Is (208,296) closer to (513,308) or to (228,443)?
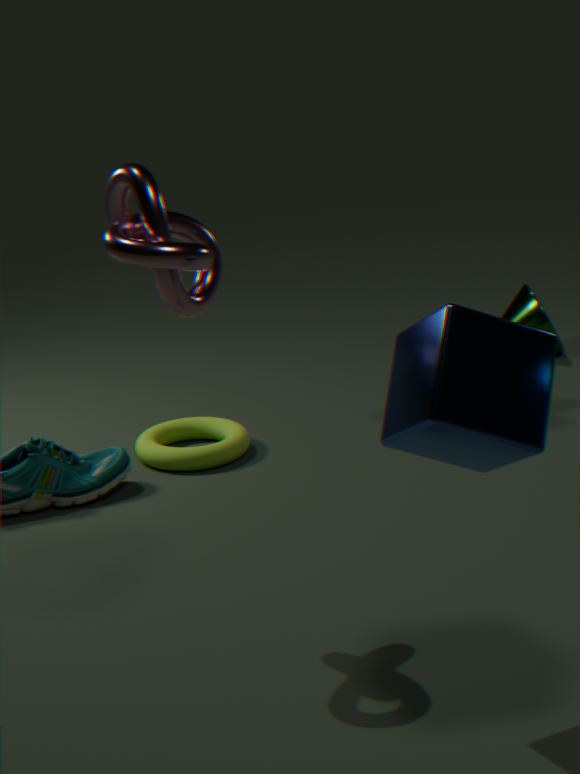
(228,443)
